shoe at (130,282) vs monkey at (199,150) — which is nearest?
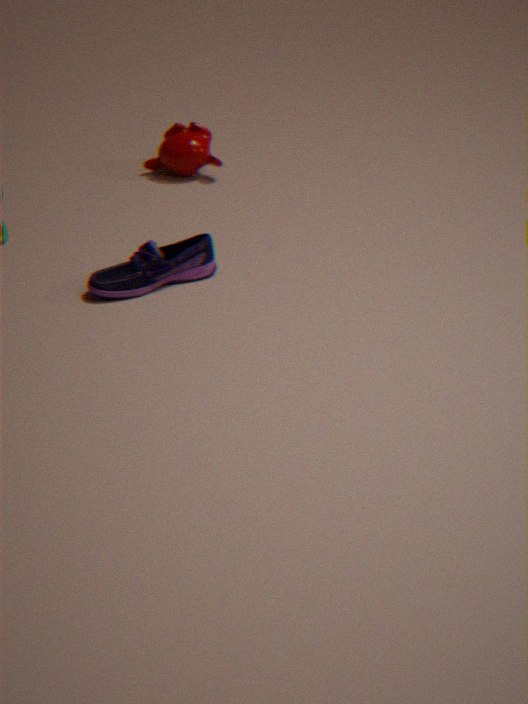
shoe at (130,282)
